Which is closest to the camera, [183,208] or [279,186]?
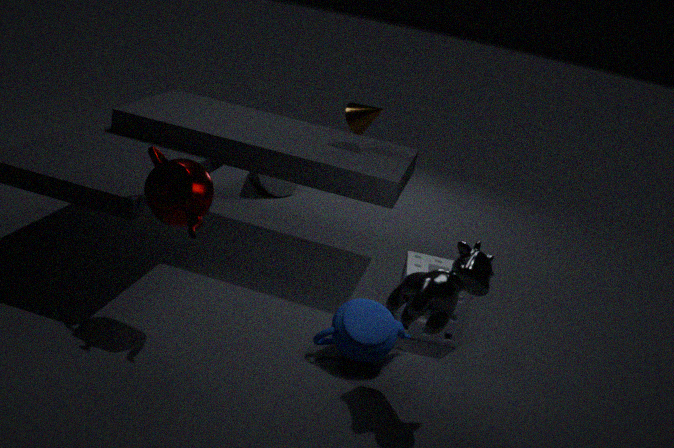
[183,208]
